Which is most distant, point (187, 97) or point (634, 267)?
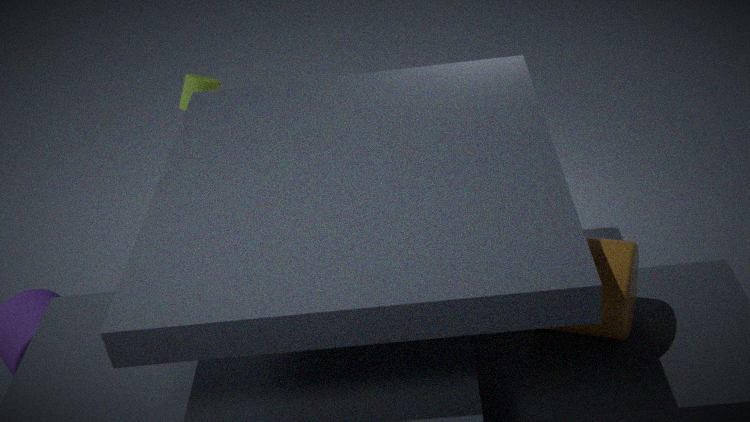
point (187, 97)
